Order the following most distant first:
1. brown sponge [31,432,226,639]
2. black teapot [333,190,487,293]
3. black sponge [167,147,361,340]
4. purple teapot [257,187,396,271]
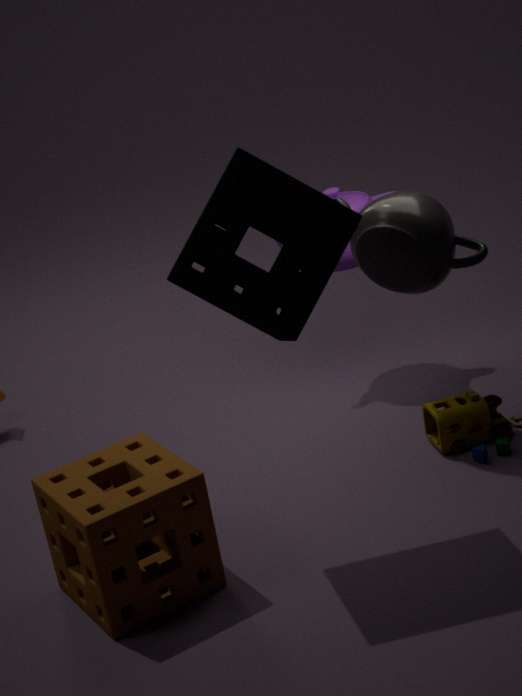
1. purple teapot [257,187,396,271]
2. black teapot [333,190,487,293]
3. brown sponge [31,432,226,639]
4. black sponge [167,147,361,340]
